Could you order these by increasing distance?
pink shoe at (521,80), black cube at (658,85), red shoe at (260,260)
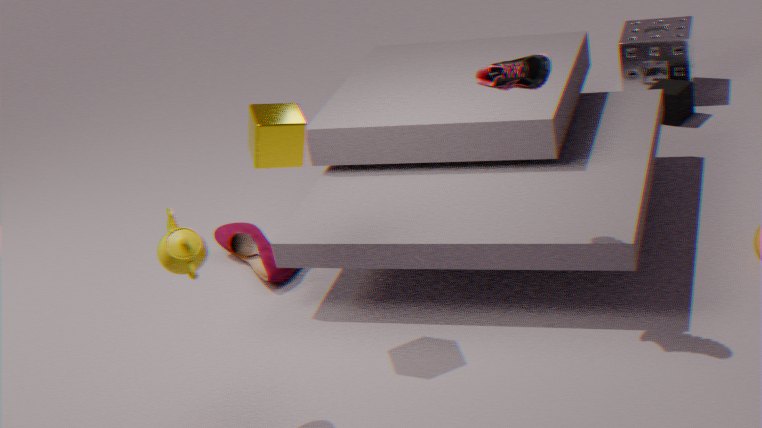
pink shoe at (521,80) < red shoe at (260,260) < black cube at (658,85)
